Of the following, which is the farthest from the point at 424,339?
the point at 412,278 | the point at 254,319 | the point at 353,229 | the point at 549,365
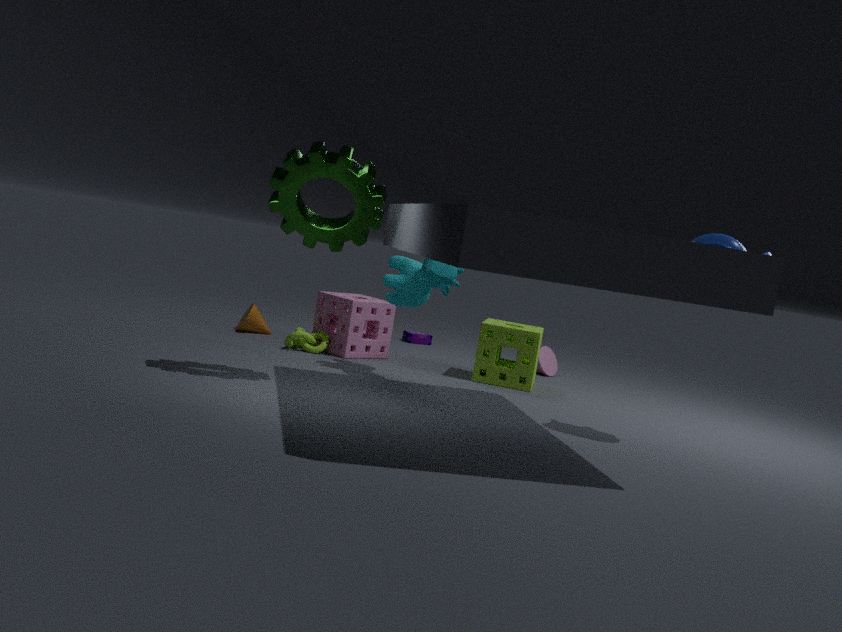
the point at 353,229
